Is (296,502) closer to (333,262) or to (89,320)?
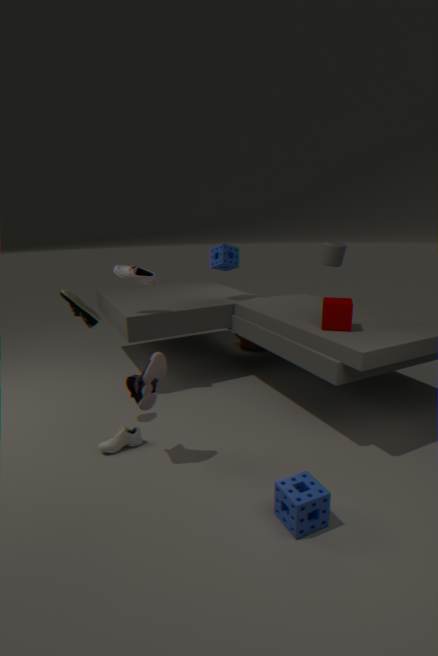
(89,320)
